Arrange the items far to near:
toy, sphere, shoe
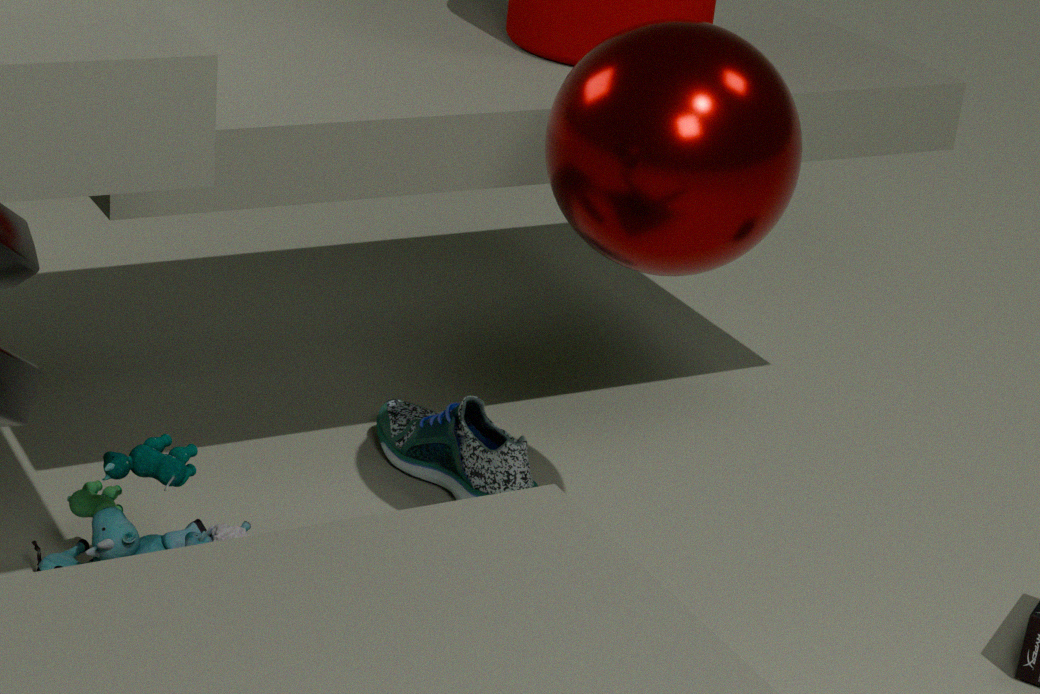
shoe
toy
sphere
